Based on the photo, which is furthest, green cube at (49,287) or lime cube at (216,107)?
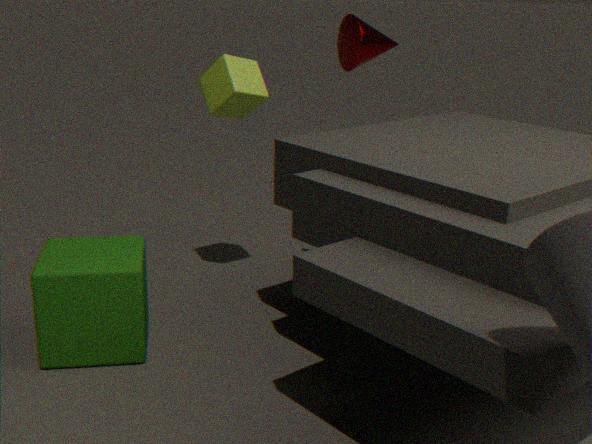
lime cube at (216,107)
